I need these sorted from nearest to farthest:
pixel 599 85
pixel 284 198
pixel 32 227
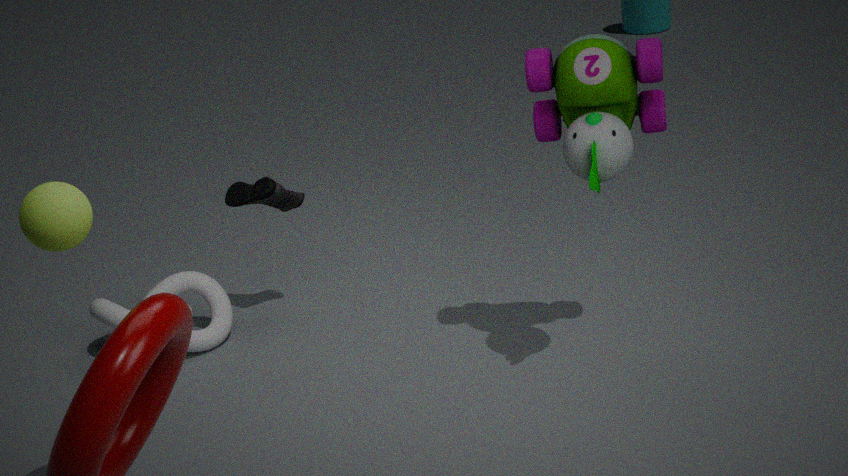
1. pixel 32 227
2. pixel 599 85
3. pixel 284 198
